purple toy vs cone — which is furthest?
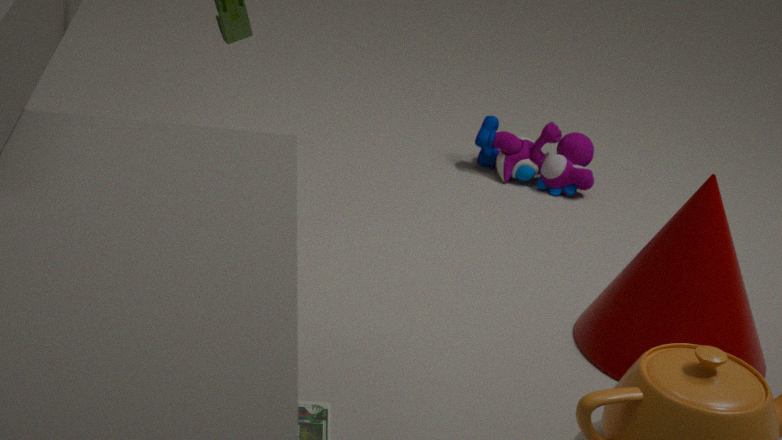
purple toy
